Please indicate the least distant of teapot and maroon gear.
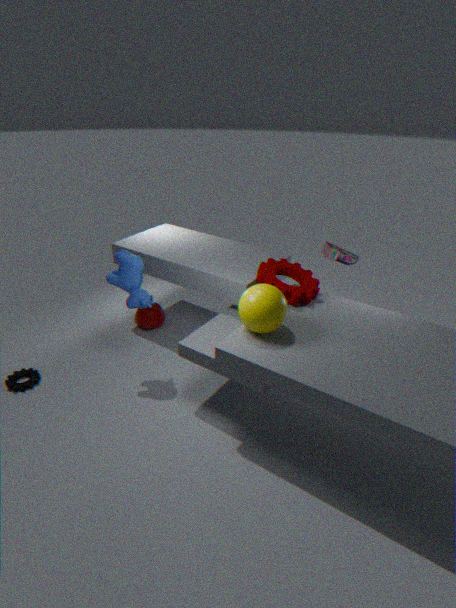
maroon gear
